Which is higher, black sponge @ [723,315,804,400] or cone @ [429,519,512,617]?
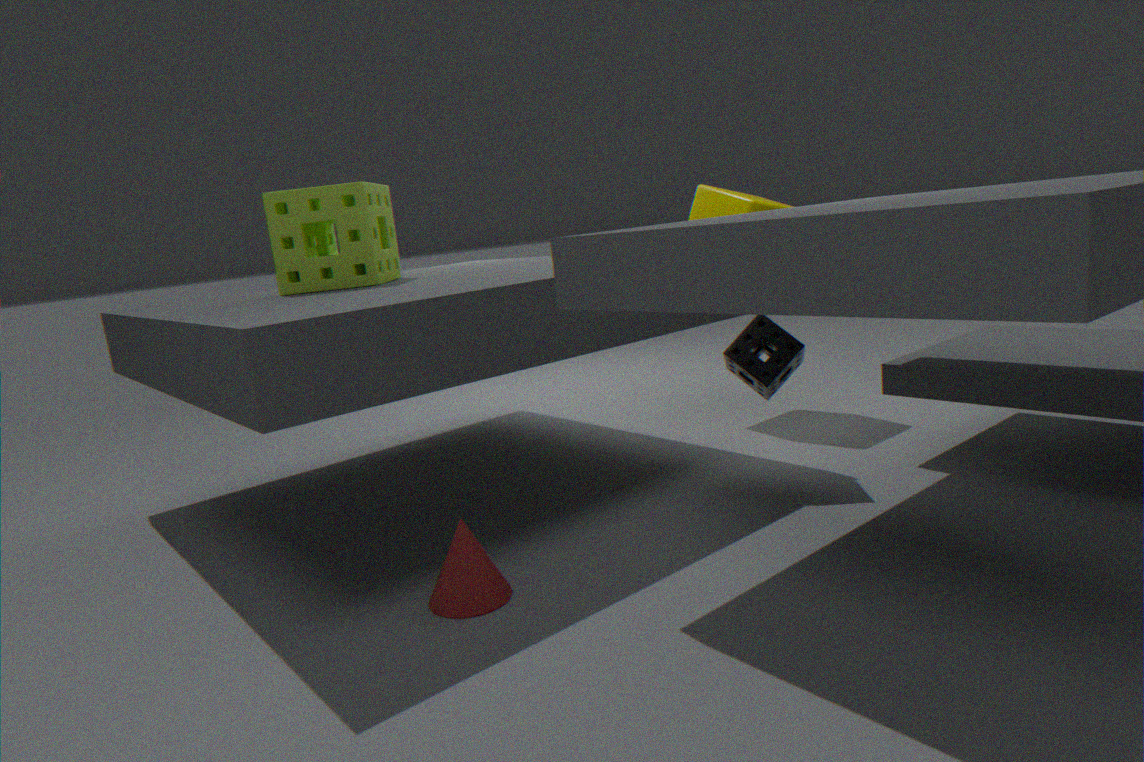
black sponge @ [723,315,804,400]
